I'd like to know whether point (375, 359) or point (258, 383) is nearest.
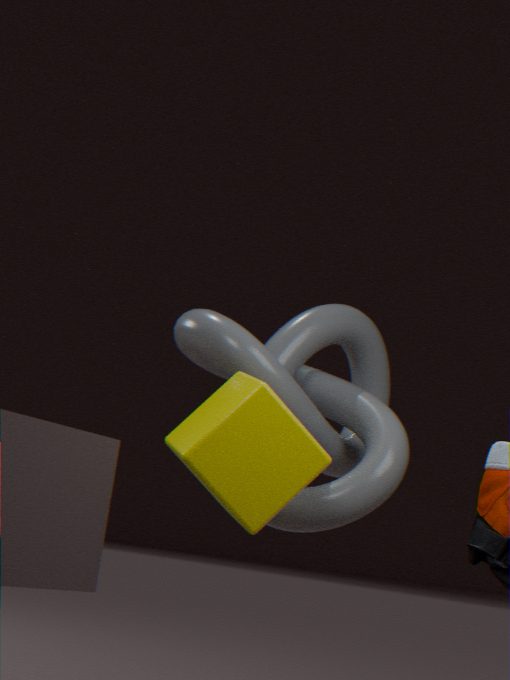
point (258, 383)
